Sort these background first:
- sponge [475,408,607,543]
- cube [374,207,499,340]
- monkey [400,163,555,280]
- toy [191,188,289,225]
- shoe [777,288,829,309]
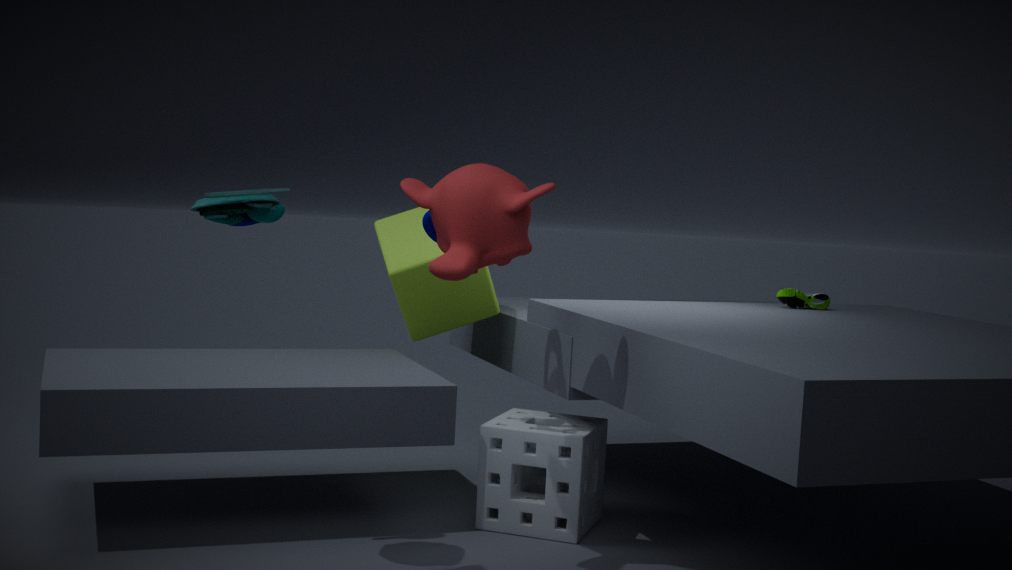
1. shoe [777,288,829,309]
2. cube [374,207,499,340]
3. sponge [475,408,607,543]
4. monkey [400,163,555,280]
5. toy [191,188,289,225]
